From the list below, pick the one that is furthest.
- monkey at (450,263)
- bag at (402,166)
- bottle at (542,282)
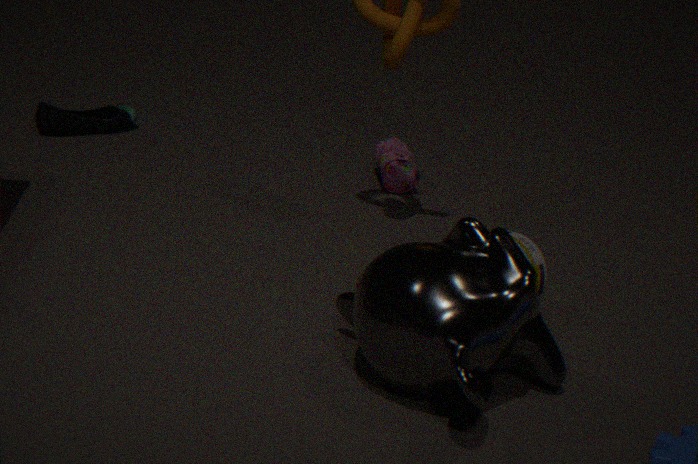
bag at (402,166)
